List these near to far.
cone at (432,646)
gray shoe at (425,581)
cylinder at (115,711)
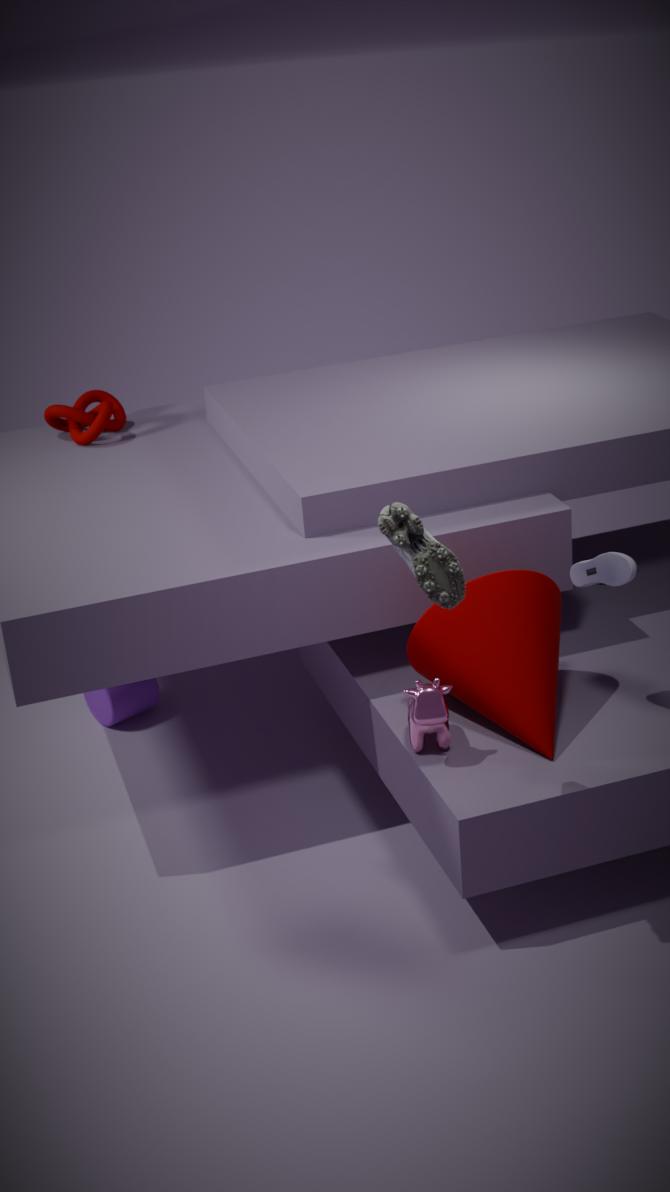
gray shoe at (425,581)
cone at (432,646)
cylinder at (115,711)
